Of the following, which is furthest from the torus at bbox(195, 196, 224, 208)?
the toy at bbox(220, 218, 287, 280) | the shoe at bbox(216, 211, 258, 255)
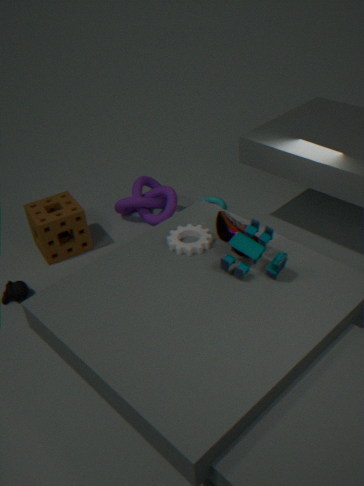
the toy at bbox(220, 218, 287, 280)
